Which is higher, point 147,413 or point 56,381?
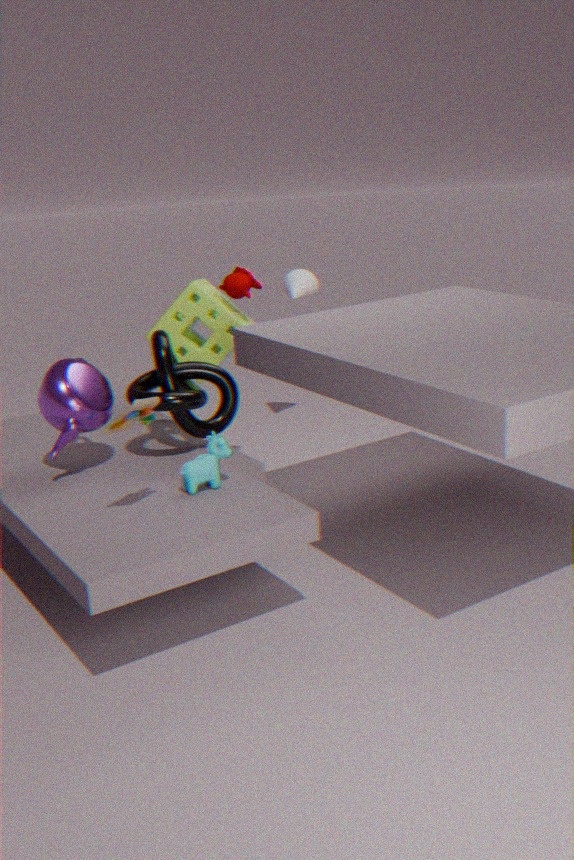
point 147,413
